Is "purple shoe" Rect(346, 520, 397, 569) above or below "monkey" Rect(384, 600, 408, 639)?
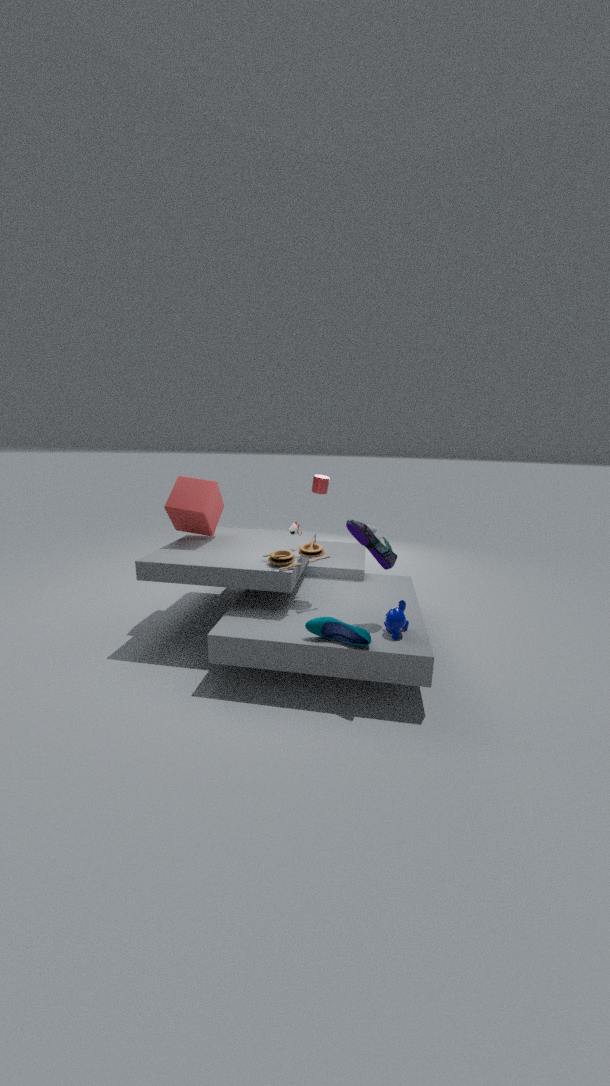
above
